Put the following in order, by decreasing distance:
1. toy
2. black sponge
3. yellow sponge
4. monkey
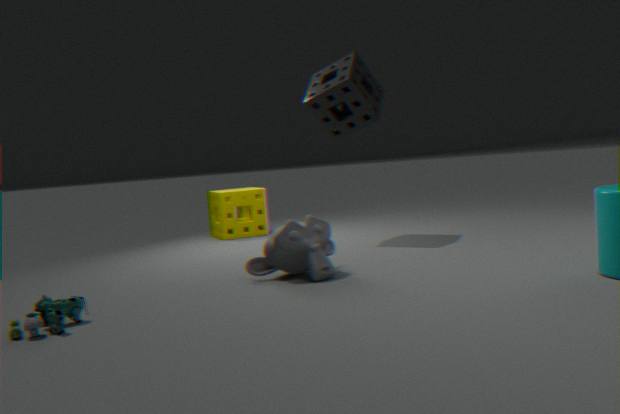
yellow sponge < black sponge < monkey < toy
